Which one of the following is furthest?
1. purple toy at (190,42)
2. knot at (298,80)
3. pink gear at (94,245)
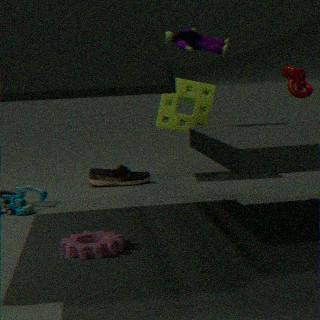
knot at (298,80)
